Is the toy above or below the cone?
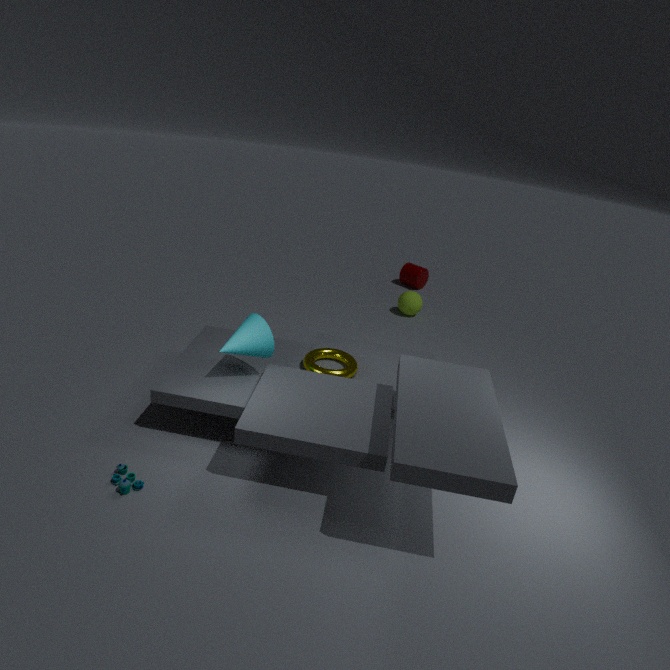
below
